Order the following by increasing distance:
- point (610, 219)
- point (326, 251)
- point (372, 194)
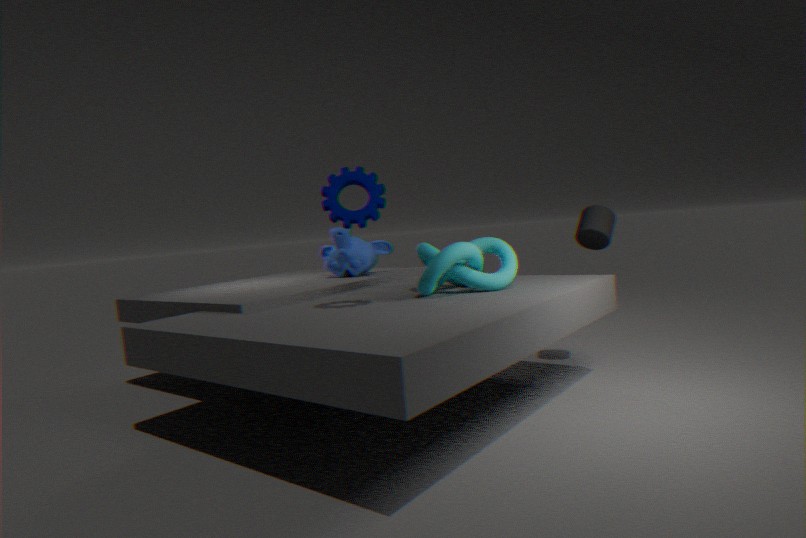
point (372, 194), point (610, 219), point (326, 251)
